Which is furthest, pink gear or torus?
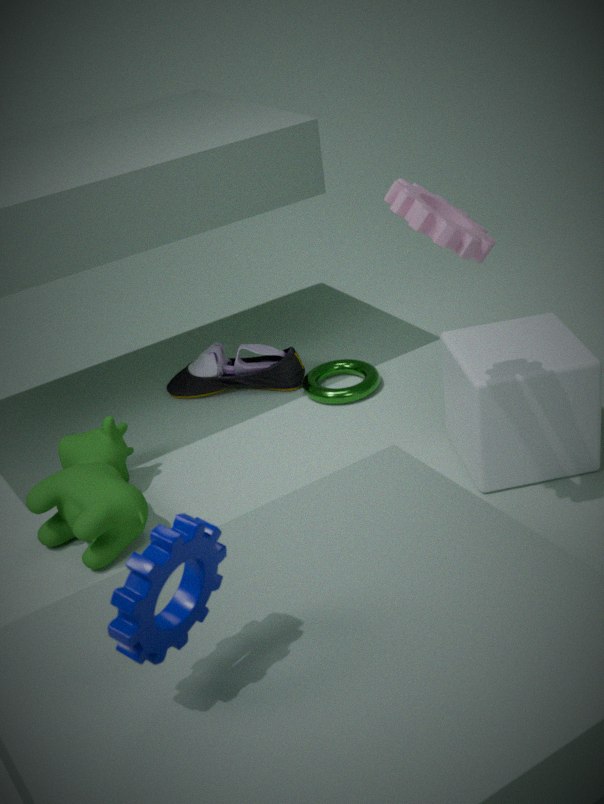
torus
